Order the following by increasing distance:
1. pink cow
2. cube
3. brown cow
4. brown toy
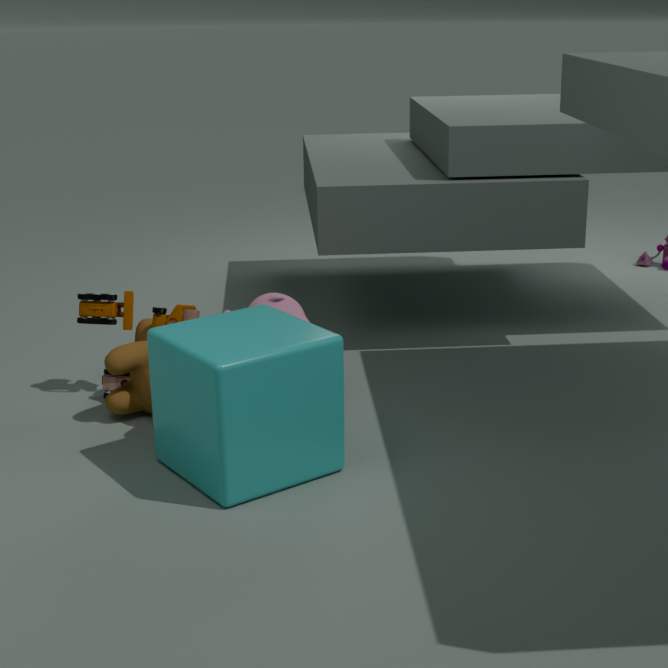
cube → brown cow → pink cow → brown toy
